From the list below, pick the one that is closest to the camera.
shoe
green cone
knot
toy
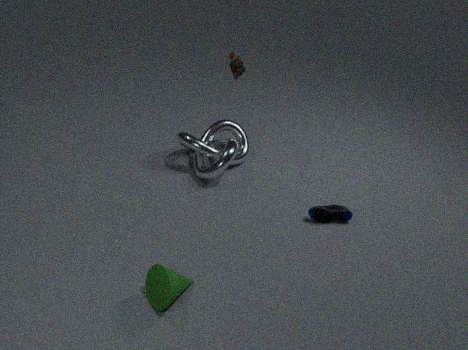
green cone
